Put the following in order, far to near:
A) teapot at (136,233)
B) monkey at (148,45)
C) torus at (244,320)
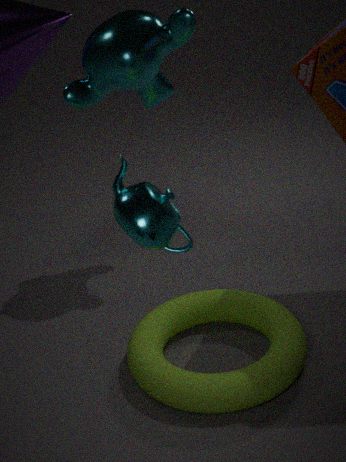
monkey at (148,45), torus at (244,320), teapot at (136,233)
